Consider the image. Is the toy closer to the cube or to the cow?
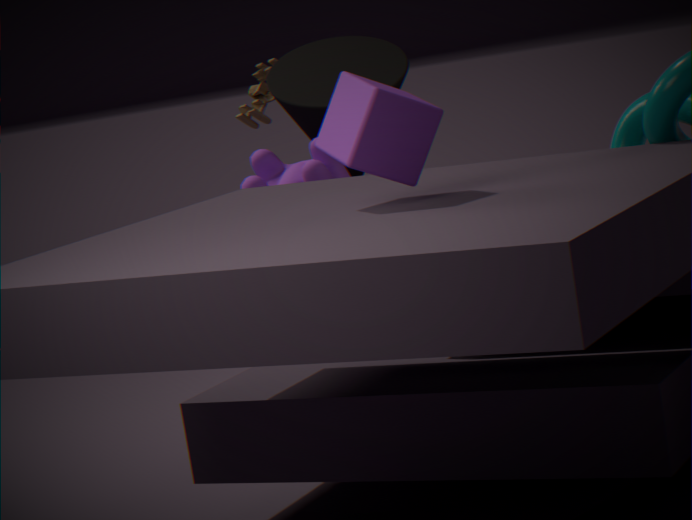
the cow
